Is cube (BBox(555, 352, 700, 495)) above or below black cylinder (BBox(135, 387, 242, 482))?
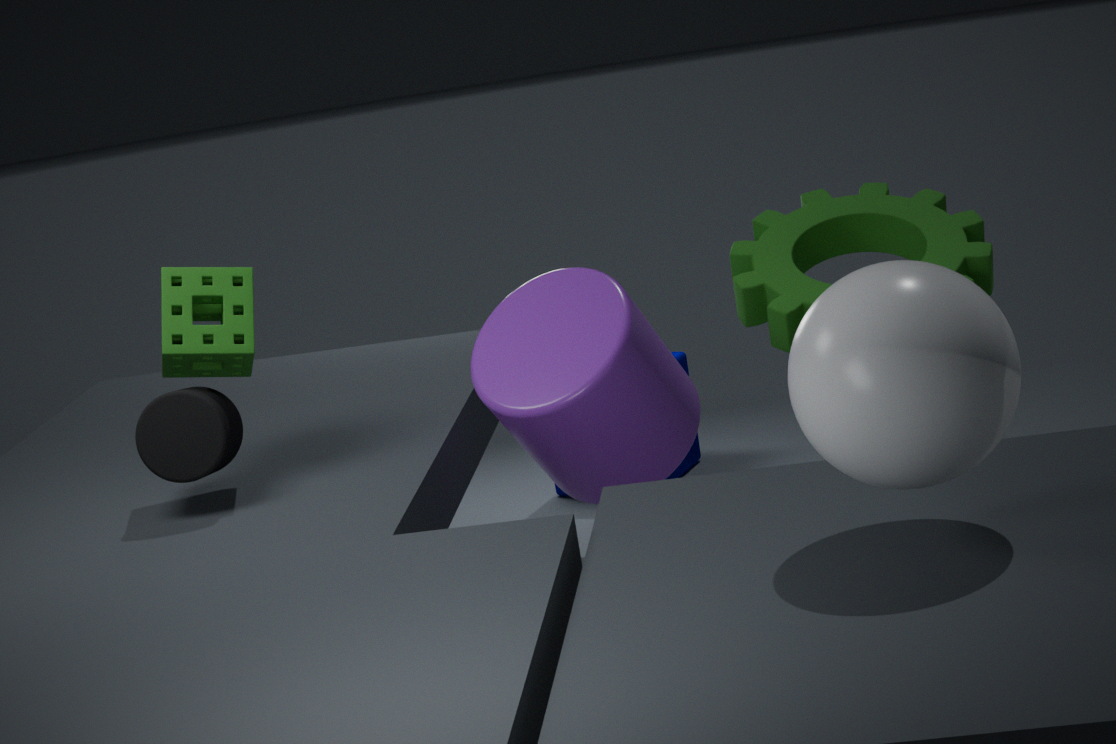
below
